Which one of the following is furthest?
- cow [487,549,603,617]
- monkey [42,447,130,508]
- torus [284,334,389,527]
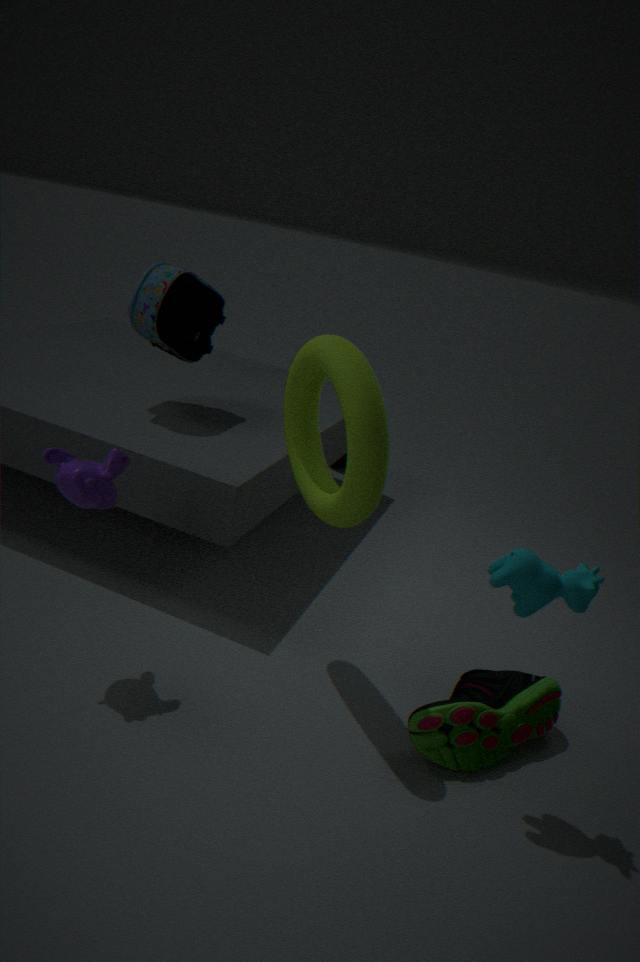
monkey [42,447,130,508]
